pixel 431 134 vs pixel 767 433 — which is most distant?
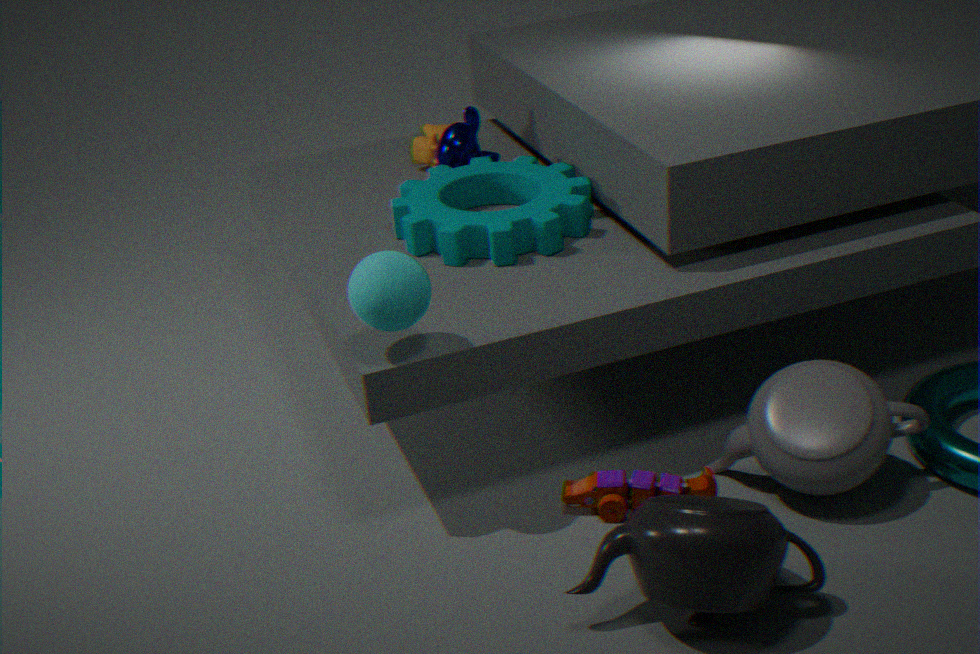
pixel 431 134
